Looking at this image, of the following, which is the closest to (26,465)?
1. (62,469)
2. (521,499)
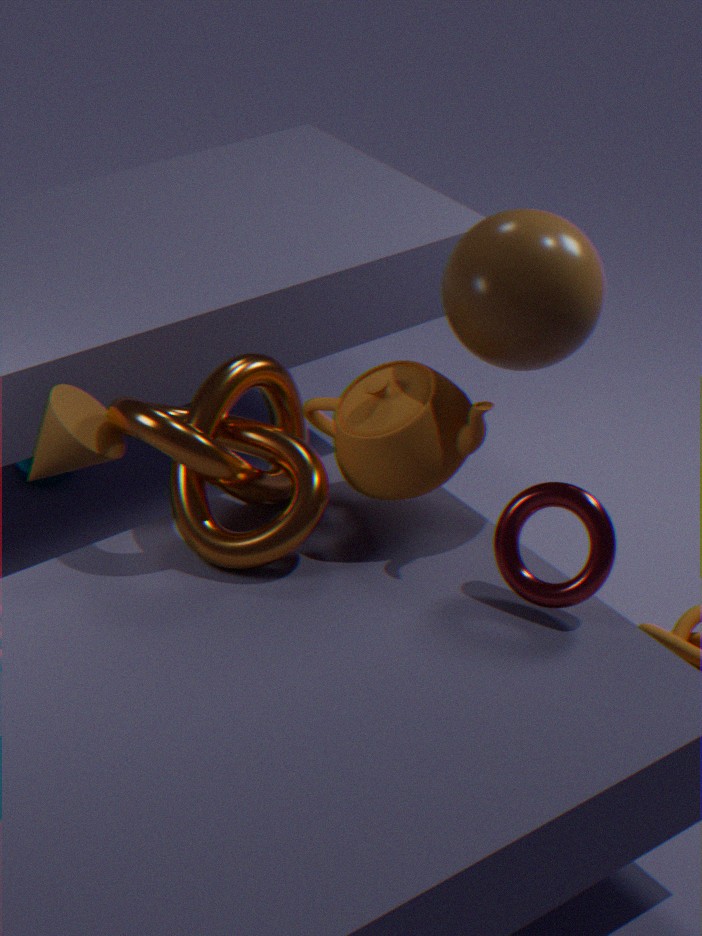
(62,469)
